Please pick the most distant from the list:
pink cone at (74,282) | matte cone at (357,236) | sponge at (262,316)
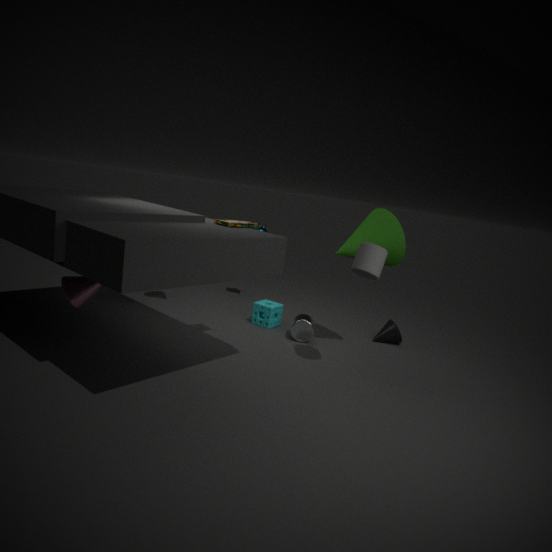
sponge at (262,316)
